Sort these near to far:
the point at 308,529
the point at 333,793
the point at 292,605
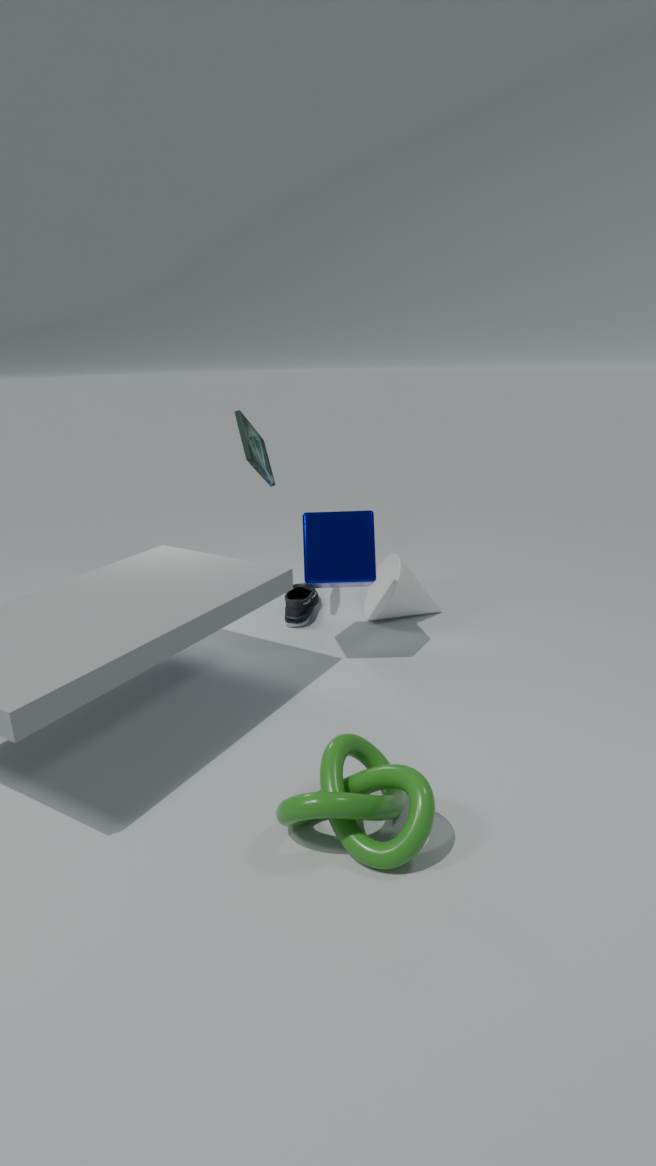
the point at 333,793
the point at 308,529
the point at 292,605
